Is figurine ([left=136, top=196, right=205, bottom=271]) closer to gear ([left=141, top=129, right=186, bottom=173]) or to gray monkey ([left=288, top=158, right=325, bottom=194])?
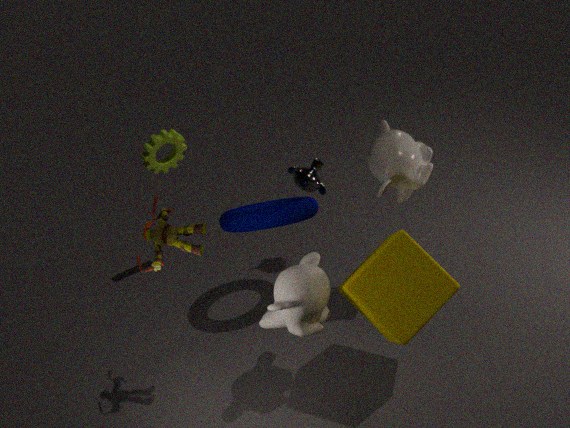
gear ([left=141, top=129, right=186, bottom=173])
